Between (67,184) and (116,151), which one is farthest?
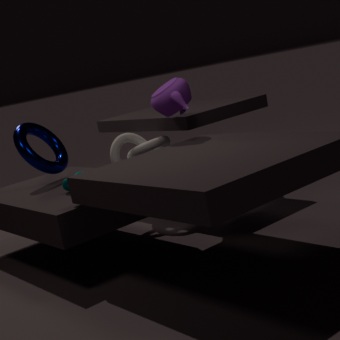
(116,151)
